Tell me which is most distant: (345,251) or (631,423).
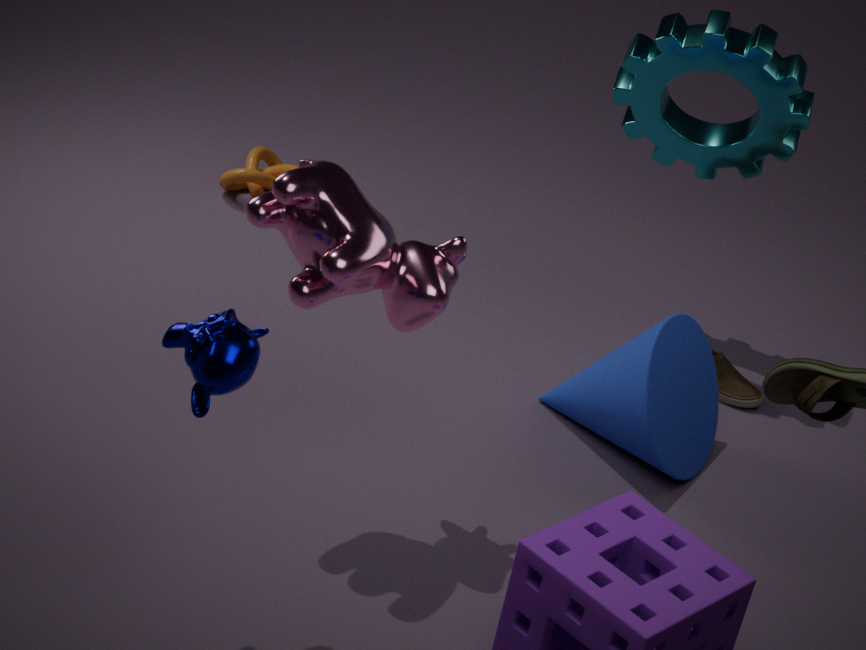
(631,423)
